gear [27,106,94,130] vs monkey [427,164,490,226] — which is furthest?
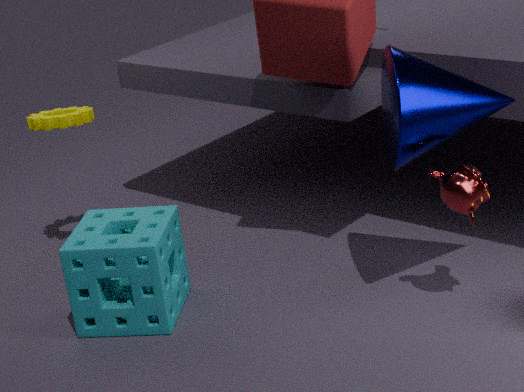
gear [27,106,94,130]
